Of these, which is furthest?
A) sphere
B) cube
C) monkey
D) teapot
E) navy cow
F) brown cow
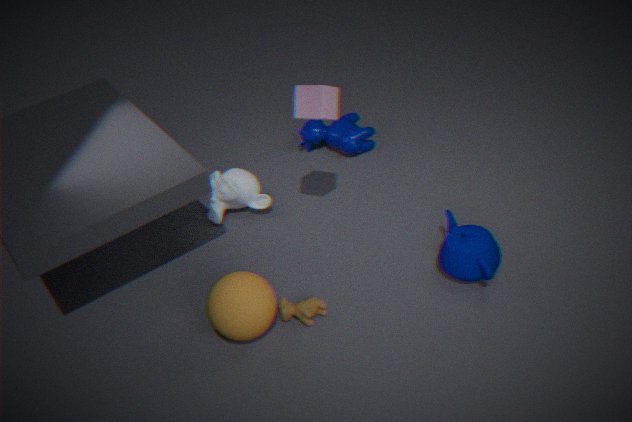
navy cow
